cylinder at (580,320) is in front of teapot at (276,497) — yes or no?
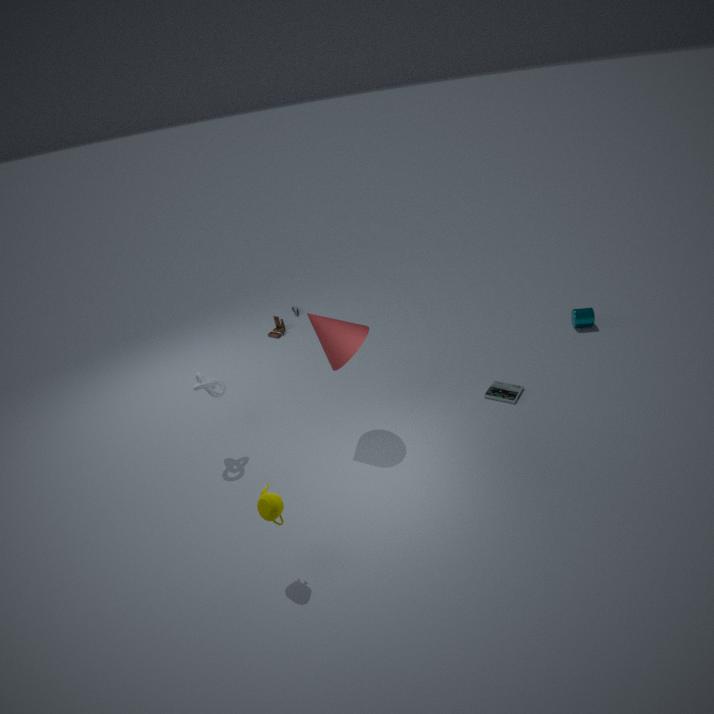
No
